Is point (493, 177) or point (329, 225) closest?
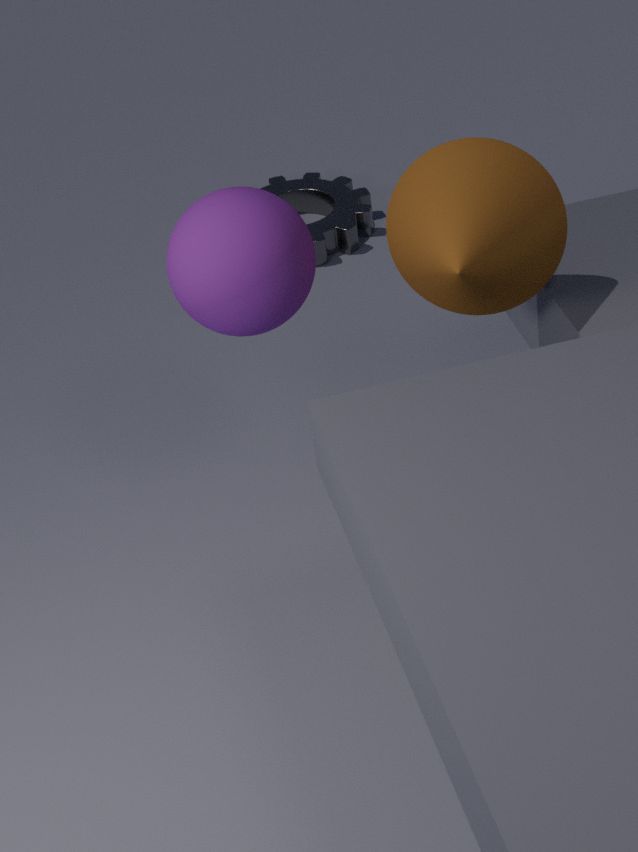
point (493, 177)
